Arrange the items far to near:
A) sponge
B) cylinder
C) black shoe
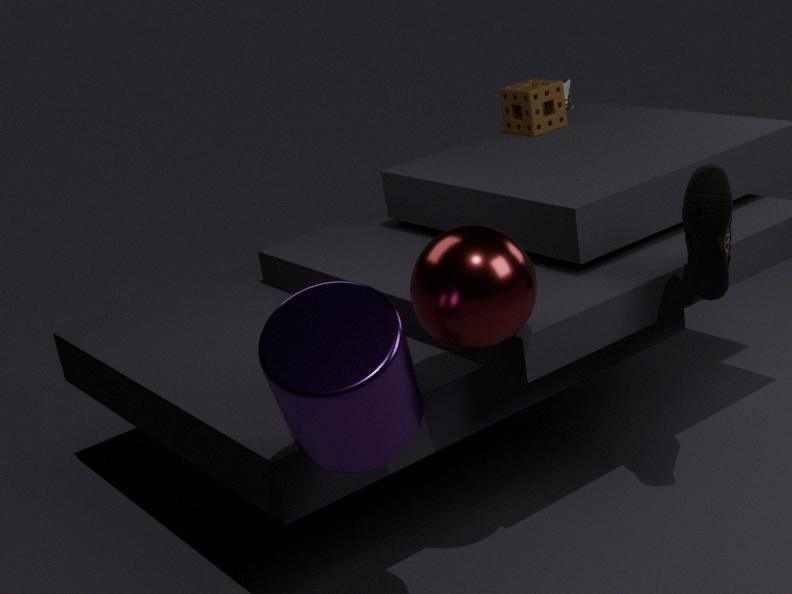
sponge
black shoe
cylinder
